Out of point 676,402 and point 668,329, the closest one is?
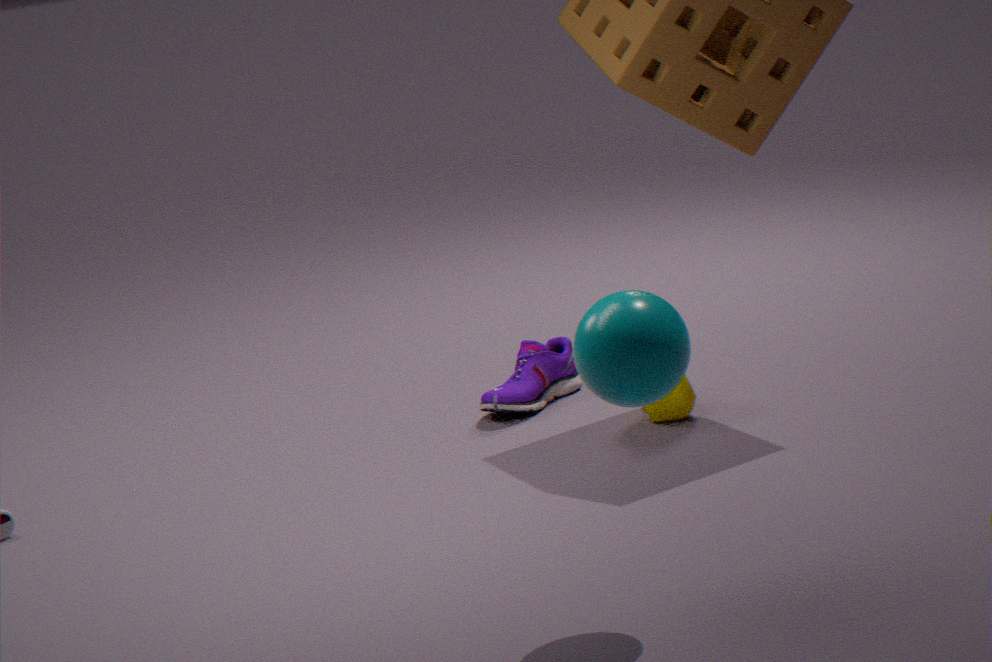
point 668,329
